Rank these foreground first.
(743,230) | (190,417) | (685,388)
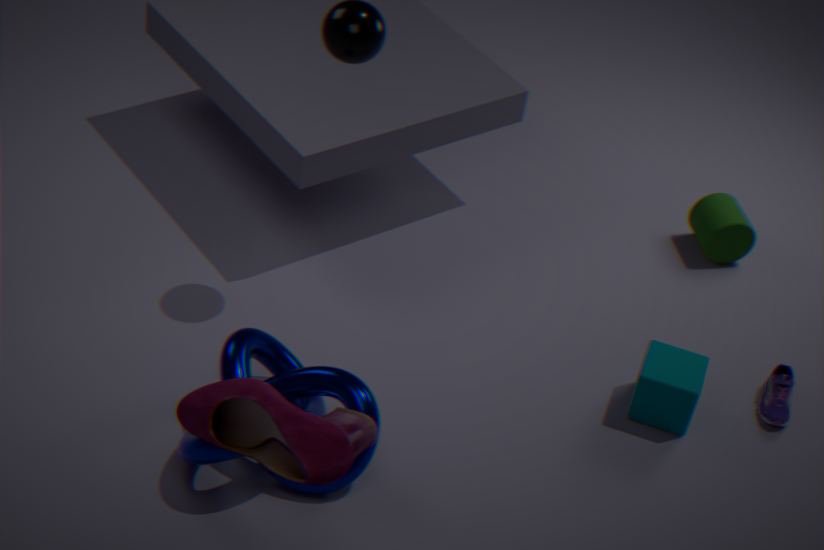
(190,417) < (685,388) < (743,230)
